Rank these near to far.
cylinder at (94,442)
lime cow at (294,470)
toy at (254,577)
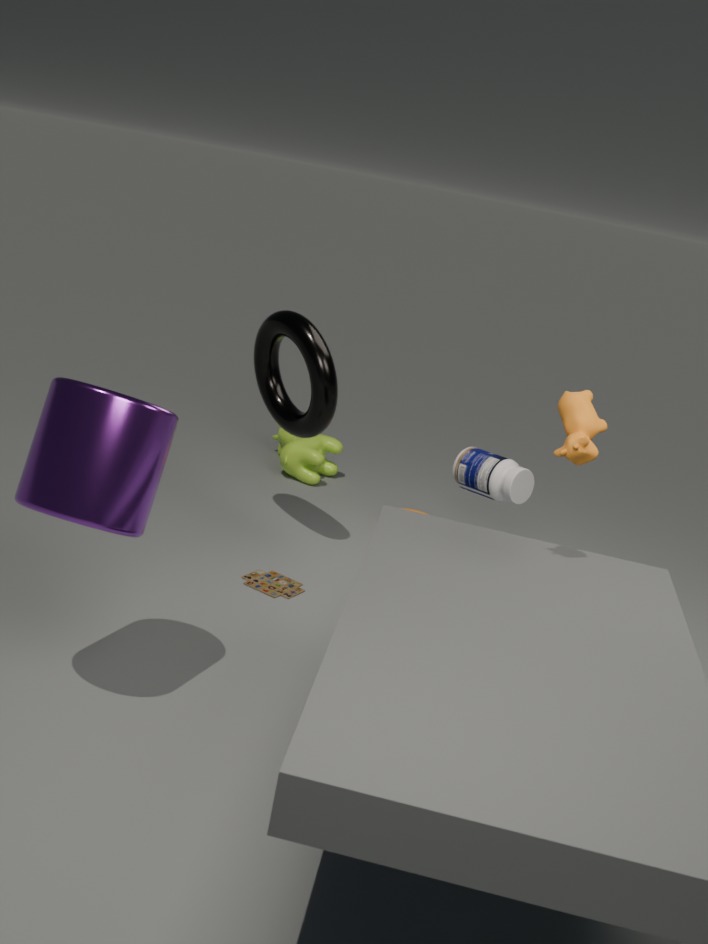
1. cylinder at (94,442)
2. toy at (254,577)
3. lime cow at (294,470)
